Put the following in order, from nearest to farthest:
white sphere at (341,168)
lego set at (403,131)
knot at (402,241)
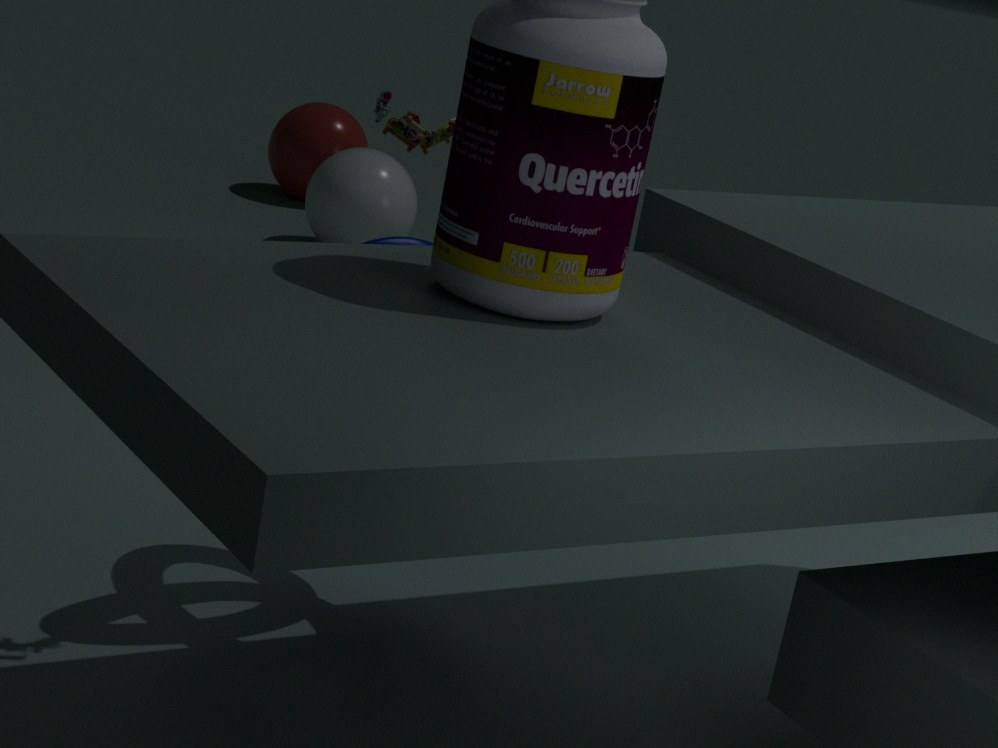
lego set at (403,131), knot at (402,241), white sphere at (341,168)
